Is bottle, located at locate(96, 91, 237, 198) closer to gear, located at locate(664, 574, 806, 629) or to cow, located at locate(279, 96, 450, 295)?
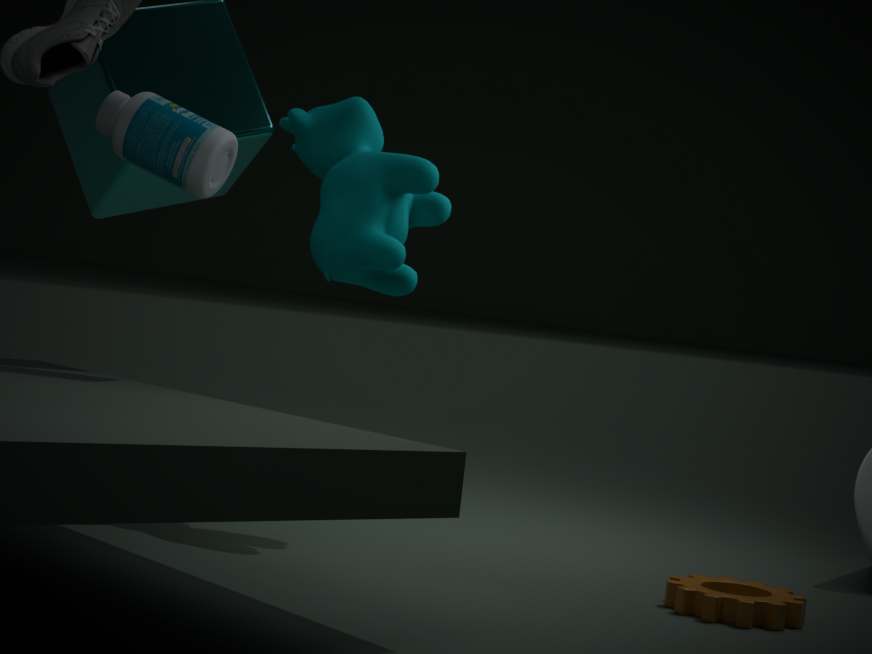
cow, located at locate(279, 96, 450, 295)
